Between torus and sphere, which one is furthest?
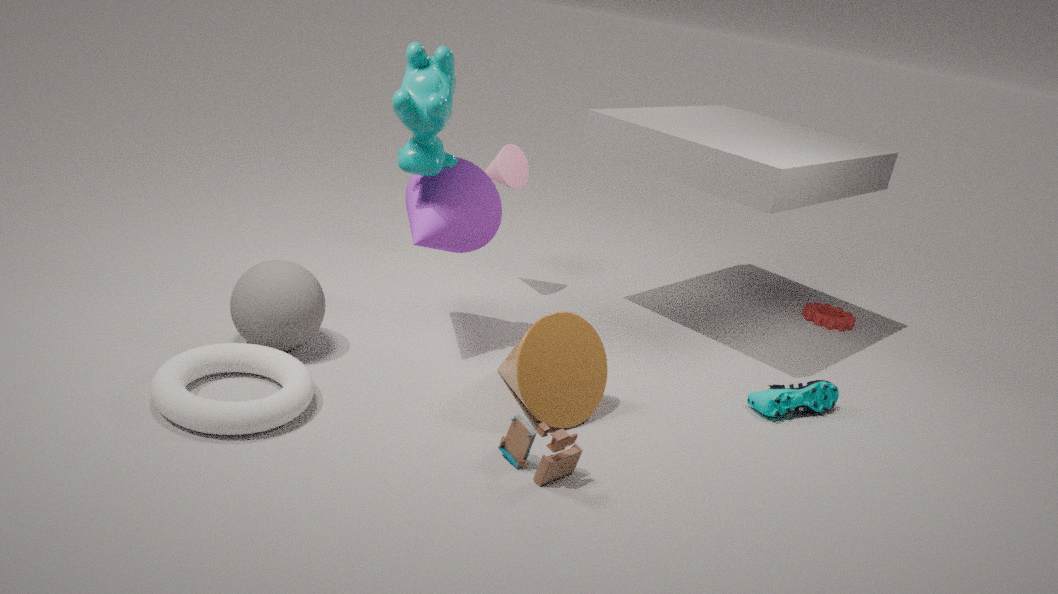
sphere
